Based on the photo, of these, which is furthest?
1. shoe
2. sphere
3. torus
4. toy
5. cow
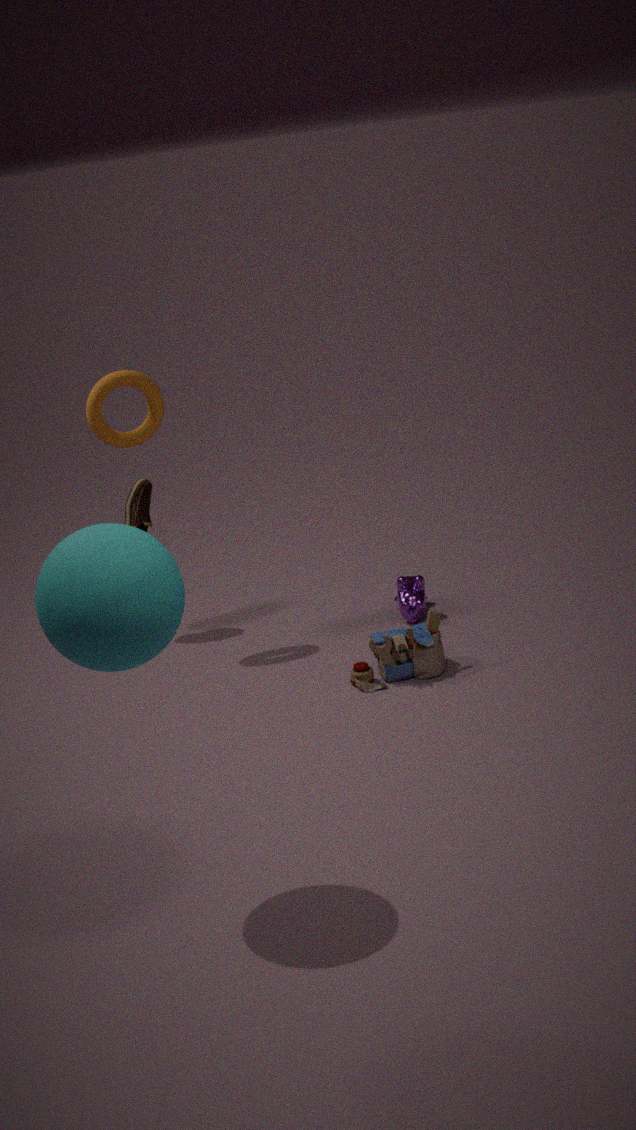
shoe
